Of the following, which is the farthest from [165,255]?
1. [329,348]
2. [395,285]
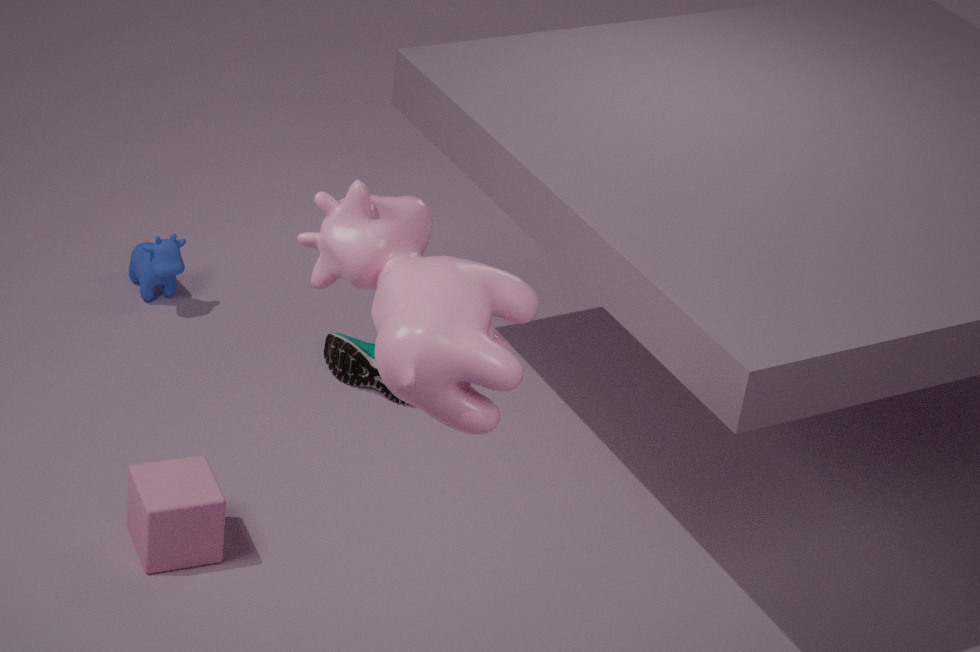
[395,285]
